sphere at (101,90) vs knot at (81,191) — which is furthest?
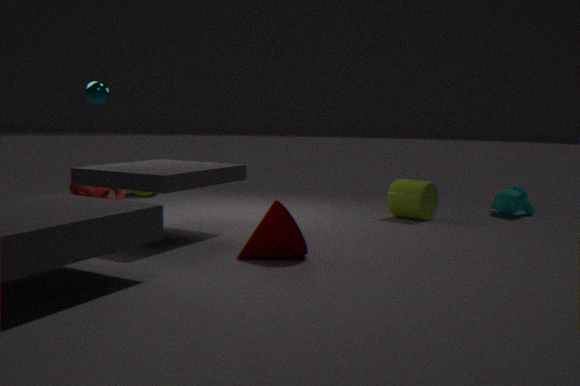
knot at (81,191)
